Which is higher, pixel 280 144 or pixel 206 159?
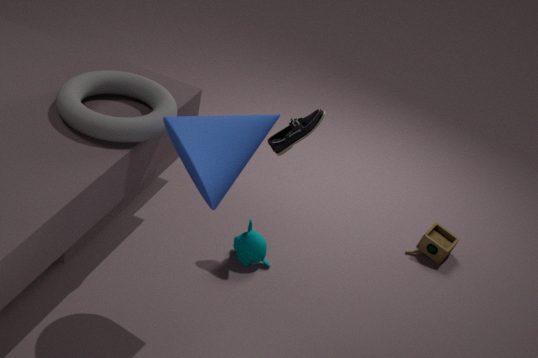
pixel 206 159
